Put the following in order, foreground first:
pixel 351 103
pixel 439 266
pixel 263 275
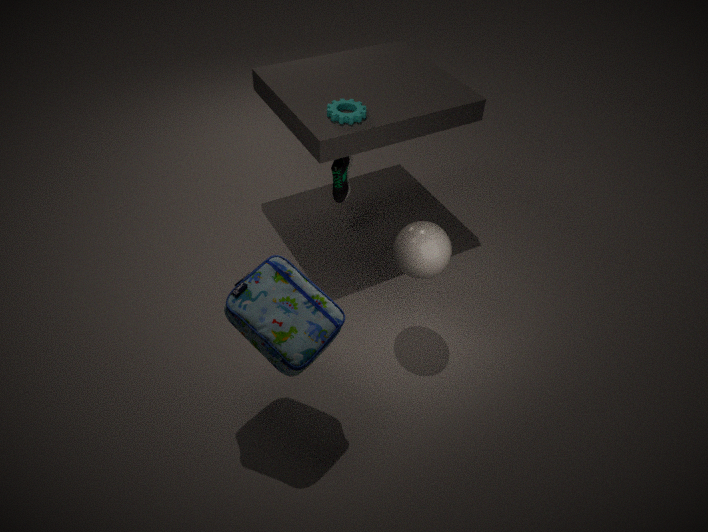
pixel 263 275 < pixel 439 266 < pixel 351 103
